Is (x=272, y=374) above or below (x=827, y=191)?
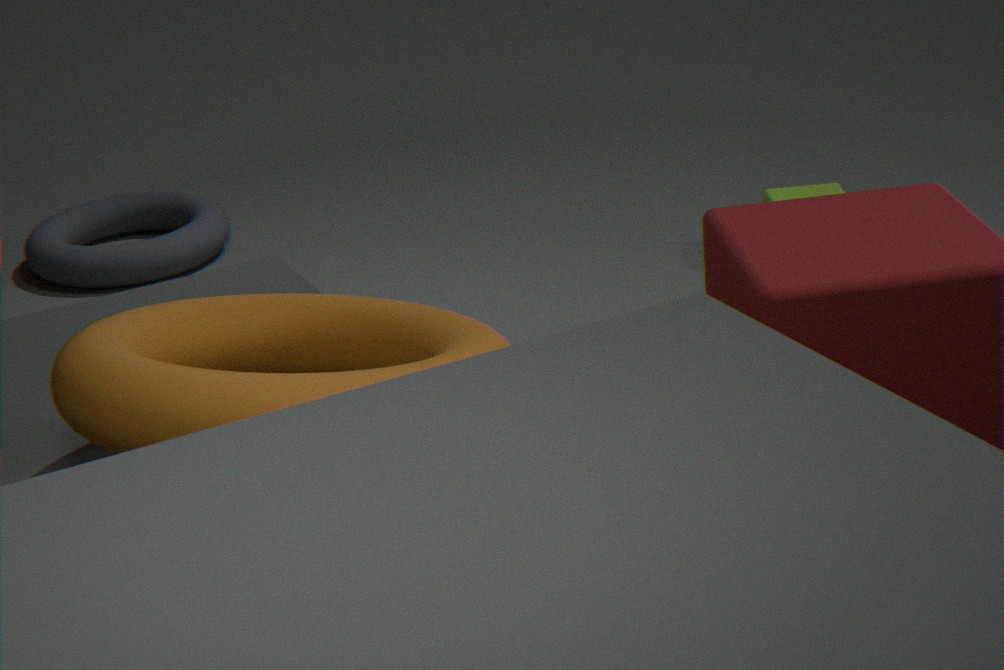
above
